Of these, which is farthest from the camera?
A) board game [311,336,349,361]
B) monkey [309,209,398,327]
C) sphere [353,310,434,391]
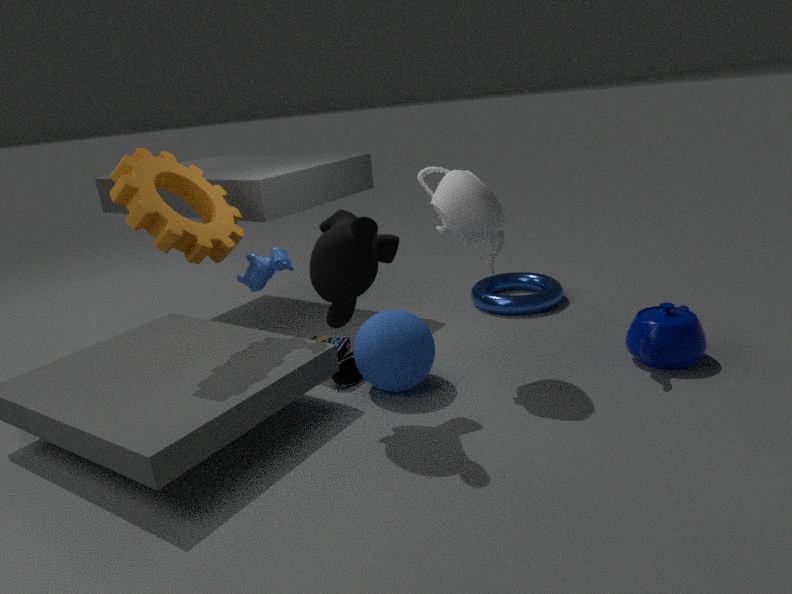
board game [311,336,349,361]
